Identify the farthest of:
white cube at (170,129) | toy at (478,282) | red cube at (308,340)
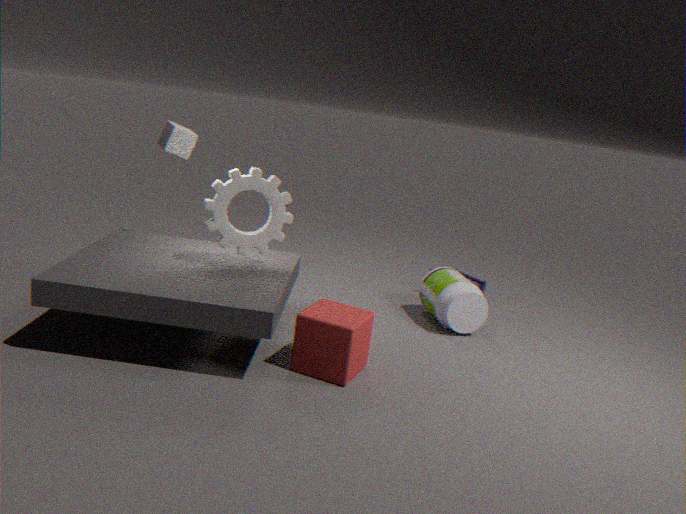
toy at (478,282)
